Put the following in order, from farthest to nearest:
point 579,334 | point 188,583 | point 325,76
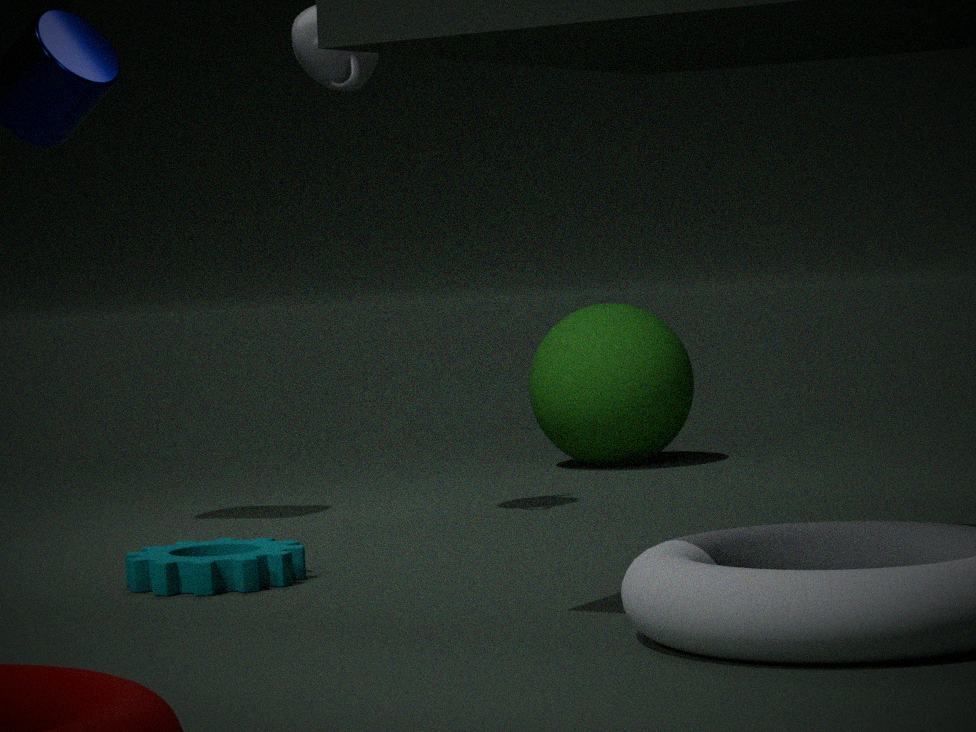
point 579,334, point 325,76, point 188,583
